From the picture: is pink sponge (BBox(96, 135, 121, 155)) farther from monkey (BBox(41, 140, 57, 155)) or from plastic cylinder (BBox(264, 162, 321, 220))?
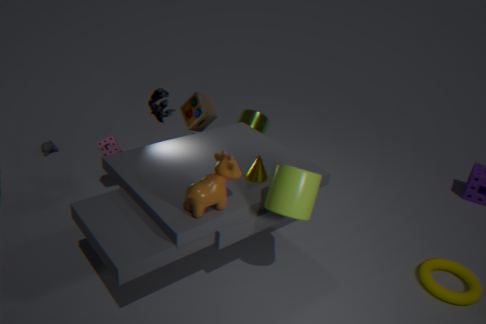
plastic cylinder (BBox(264, 162, 321, 220))
